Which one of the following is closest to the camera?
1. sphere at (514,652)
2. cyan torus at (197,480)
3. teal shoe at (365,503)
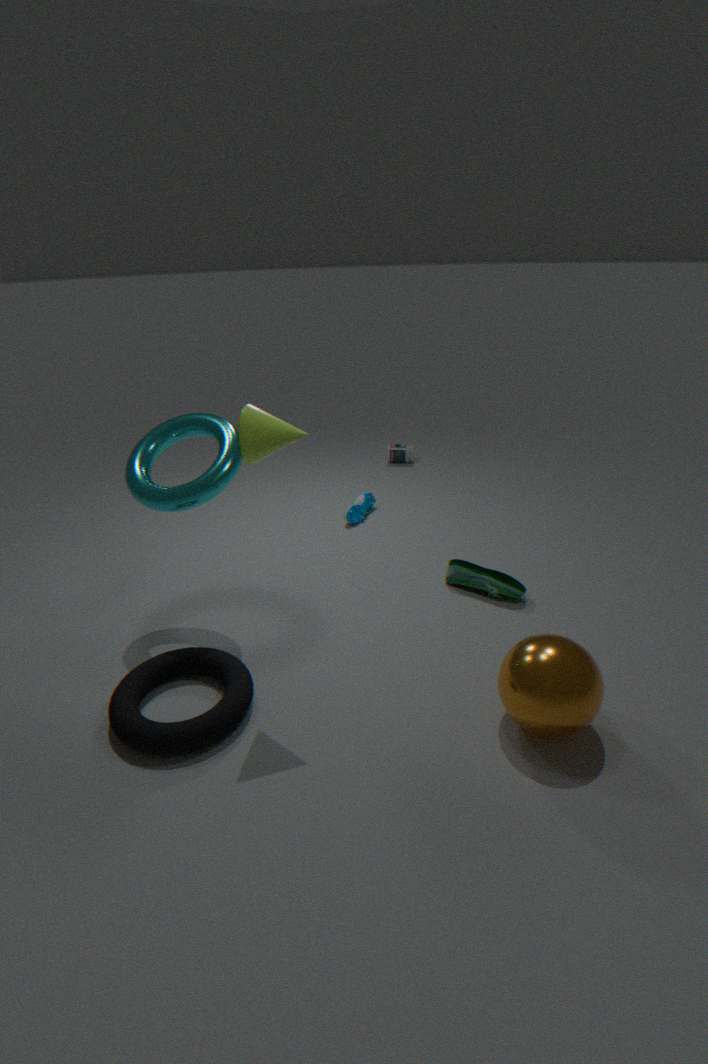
sphere at (514,652)
